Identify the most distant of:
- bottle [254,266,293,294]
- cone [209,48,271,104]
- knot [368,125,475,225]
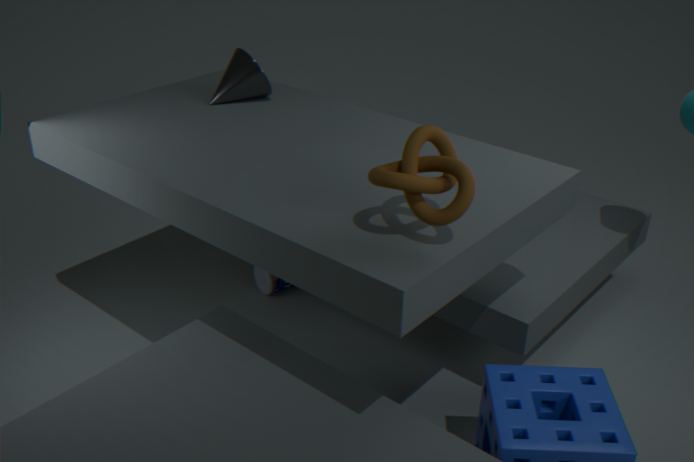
bottle [254,266,293,294]
